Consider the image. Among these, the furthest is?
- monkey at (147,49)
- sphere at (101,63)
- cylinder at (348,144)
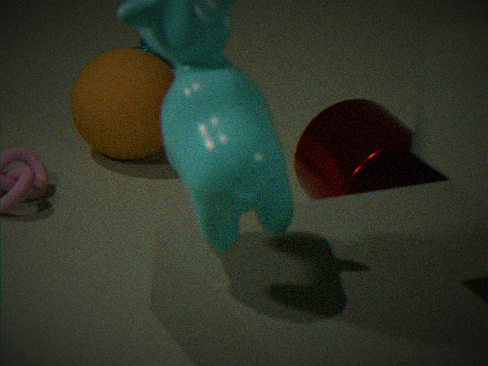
sphere at (101,63)
